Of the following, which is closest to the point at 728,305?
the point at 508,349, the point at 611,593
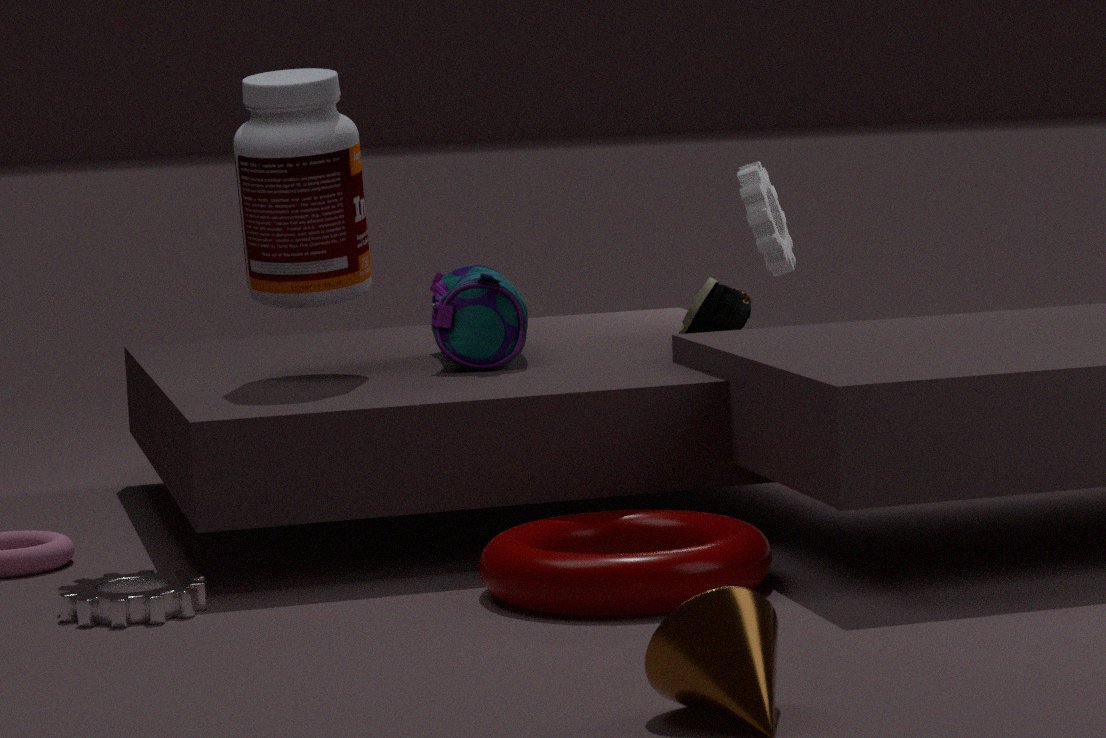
the point at 508,349
